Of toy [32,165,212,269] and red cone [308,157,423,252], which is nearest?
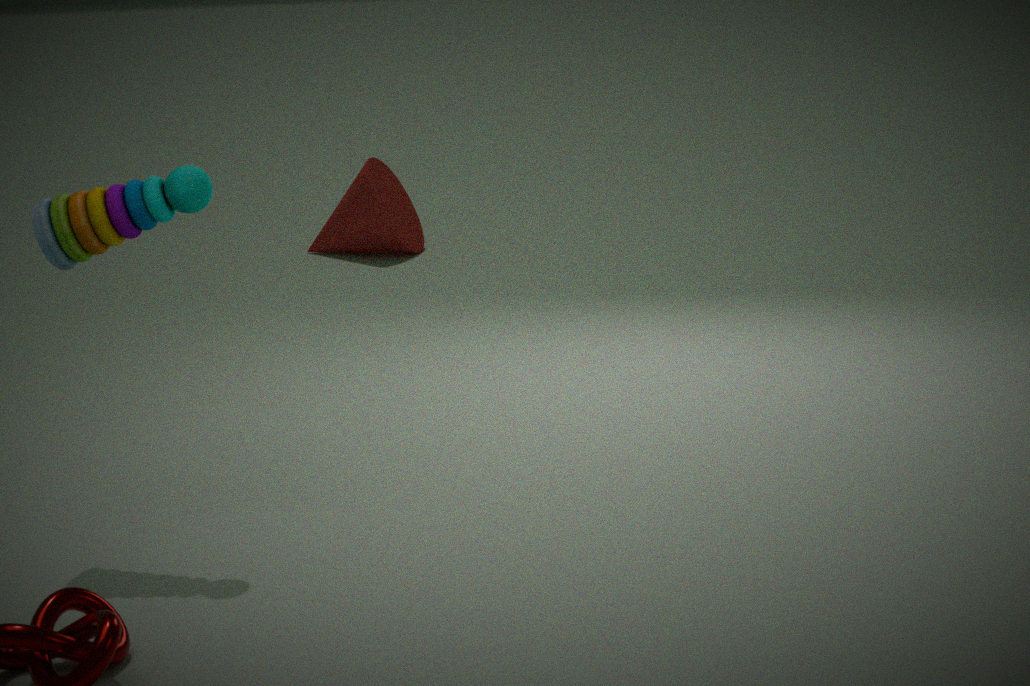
toy [32,165,212,269]
